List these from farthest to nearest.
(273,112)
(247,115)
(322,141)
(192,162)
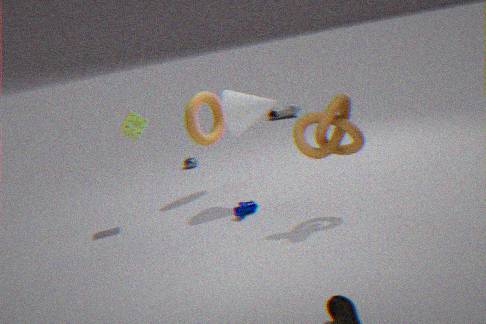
1. (273,112)
2. (192,162)
3. (247,115)
4. (322,141)
